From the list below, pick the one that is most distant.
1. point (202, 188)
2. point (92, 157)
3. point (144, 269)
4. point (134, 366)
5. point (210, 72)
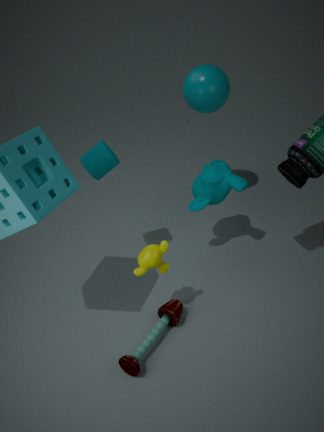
point (210, 72)
